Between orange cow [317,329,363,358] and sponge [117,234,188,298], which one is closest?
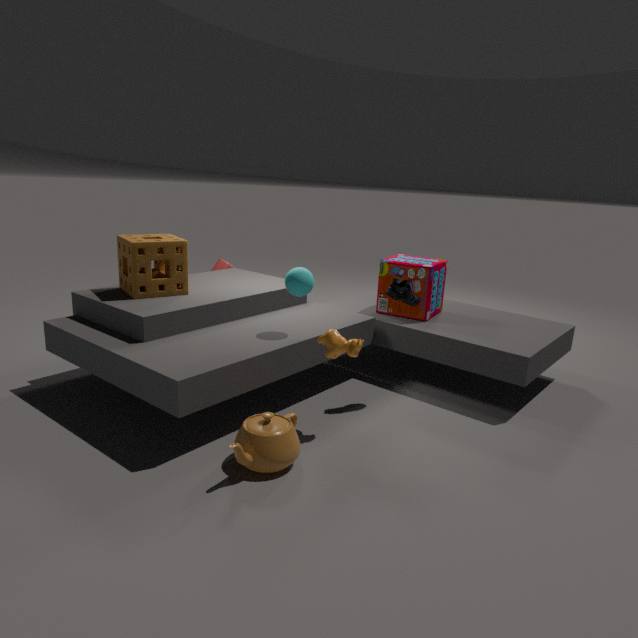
orange cow [317,329,363,358]
